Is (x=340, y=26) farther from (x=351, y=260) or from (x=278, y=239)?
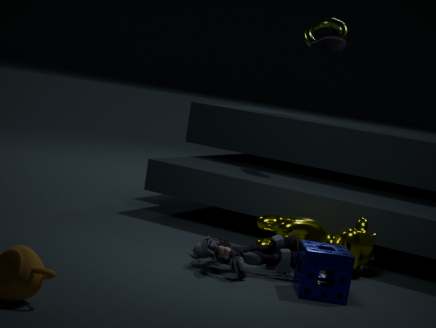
(x=351, y=260)
